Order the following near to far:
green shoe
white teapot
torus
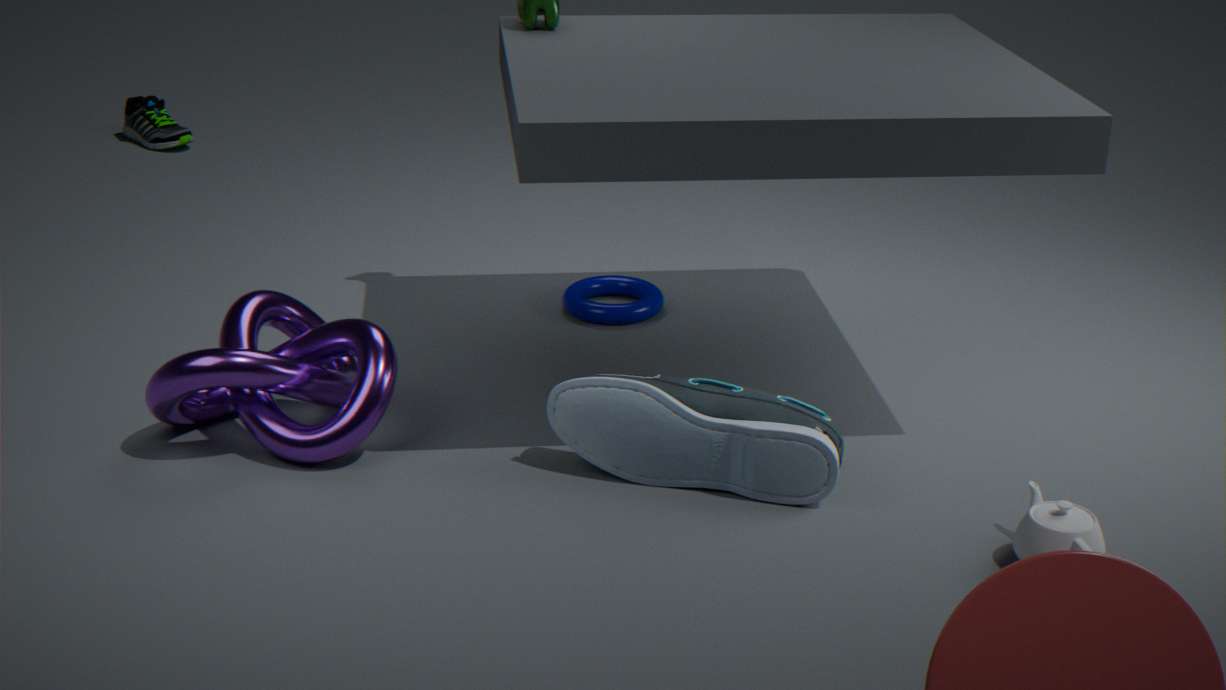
white teapot, torus, green shoe
